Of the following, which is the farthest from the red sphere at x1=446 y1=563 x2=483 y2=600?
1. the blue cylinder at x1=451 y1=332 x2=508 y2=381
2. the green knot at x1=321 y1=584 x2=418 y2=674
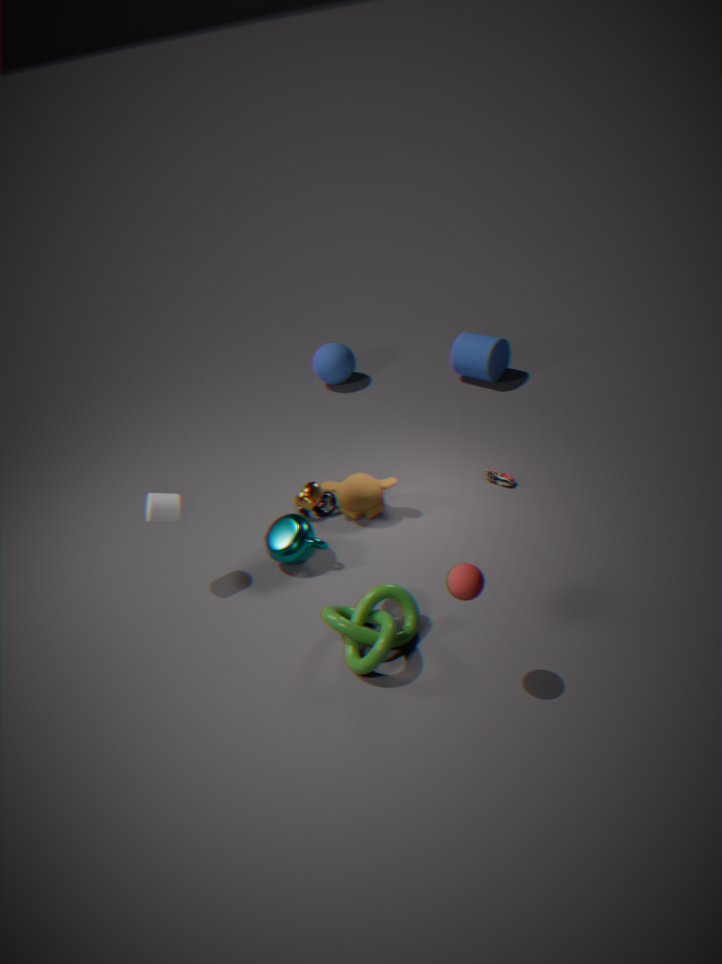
the blue cylinder at x1=451 y1=332 x2=508 y2=381
